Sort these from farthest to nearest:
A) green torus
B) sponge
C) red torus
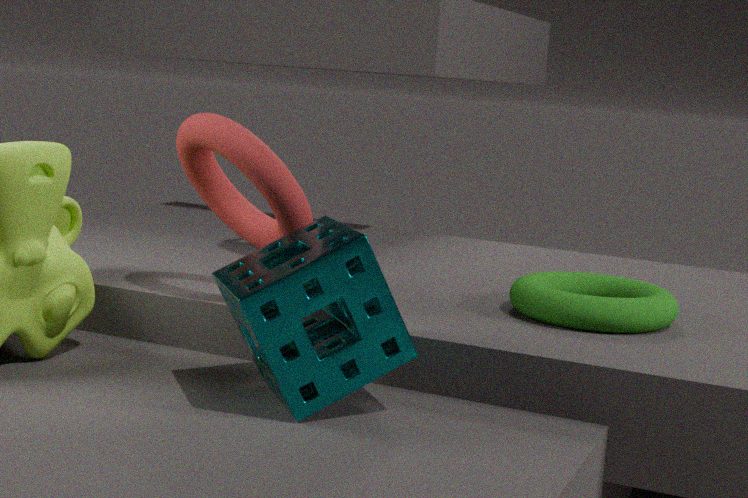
green torus → red torus → sponge
